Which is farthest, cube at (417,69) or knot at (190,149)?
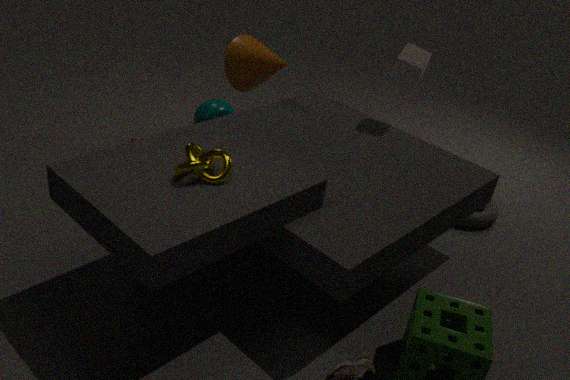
cube at (417,69)
